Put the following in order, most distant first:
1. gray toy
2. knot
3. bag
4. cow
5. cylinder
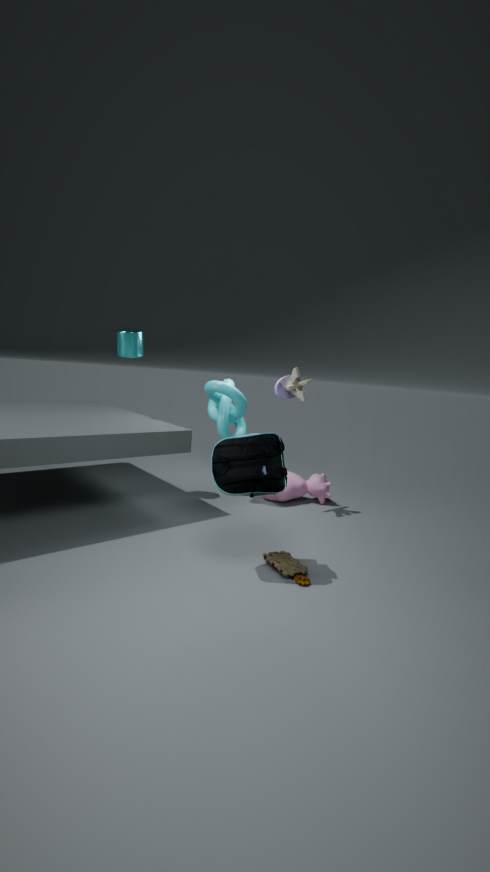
cow → knot → cylinder → gray toy → bag
